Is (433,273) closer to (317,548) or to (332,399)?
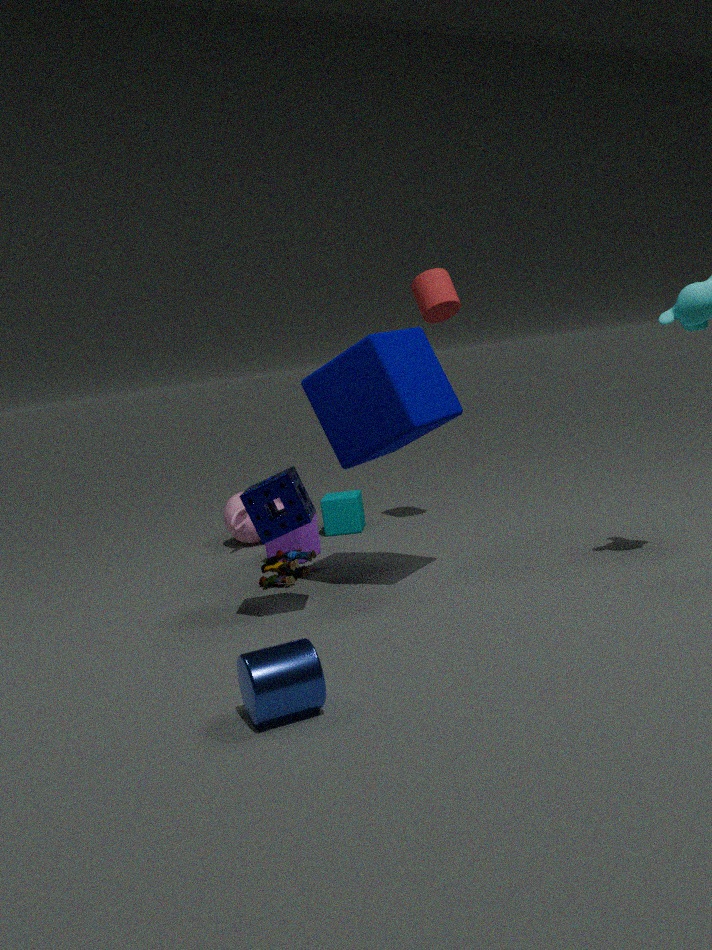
(332,399)
